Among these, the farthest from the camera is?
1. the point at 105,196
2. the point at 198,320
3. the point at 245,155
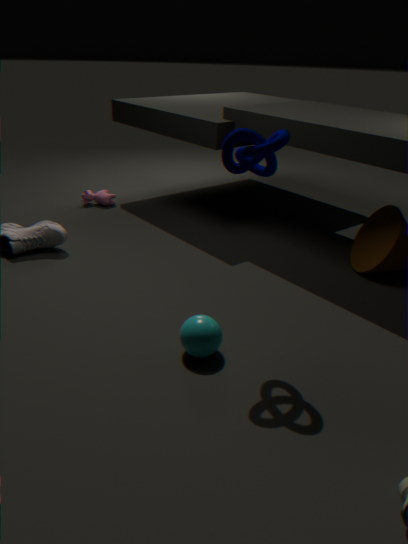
the point at 105,196
